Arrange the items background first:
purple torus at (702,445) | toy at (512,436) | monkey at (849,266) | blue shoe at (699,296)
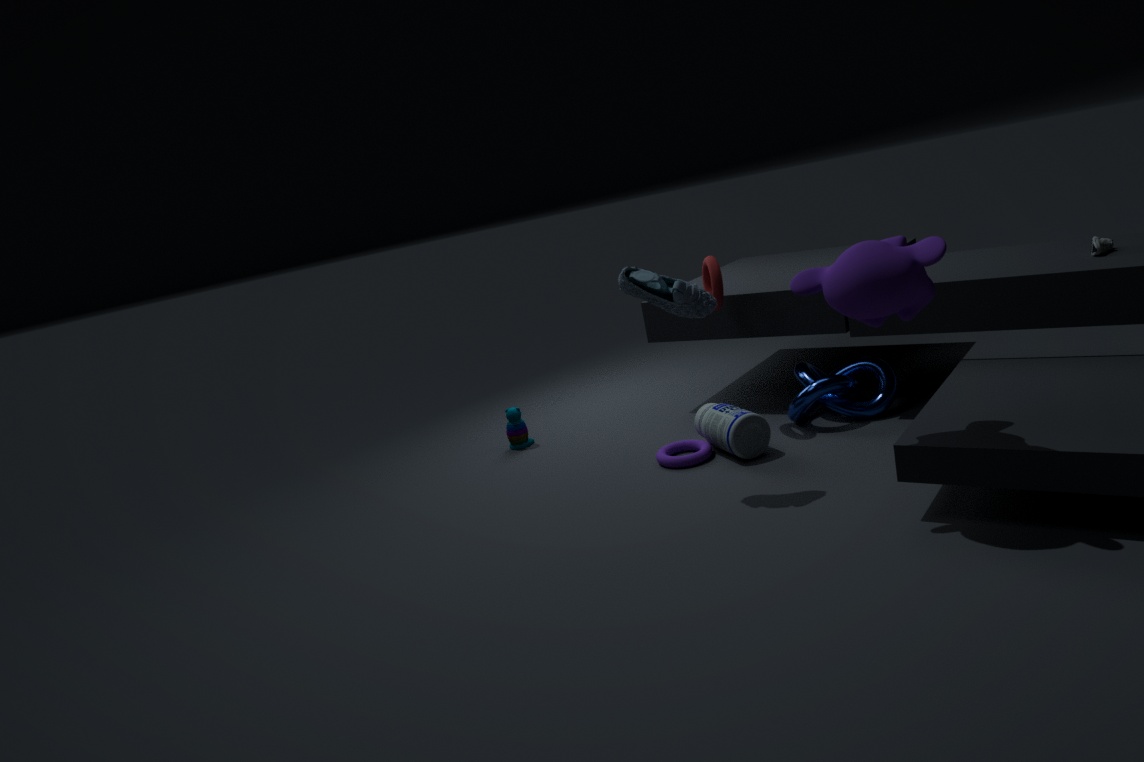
toy at (512,436)
purple torus at (702,445)
blue shoe at (699,296)
monkey at (849,266)
